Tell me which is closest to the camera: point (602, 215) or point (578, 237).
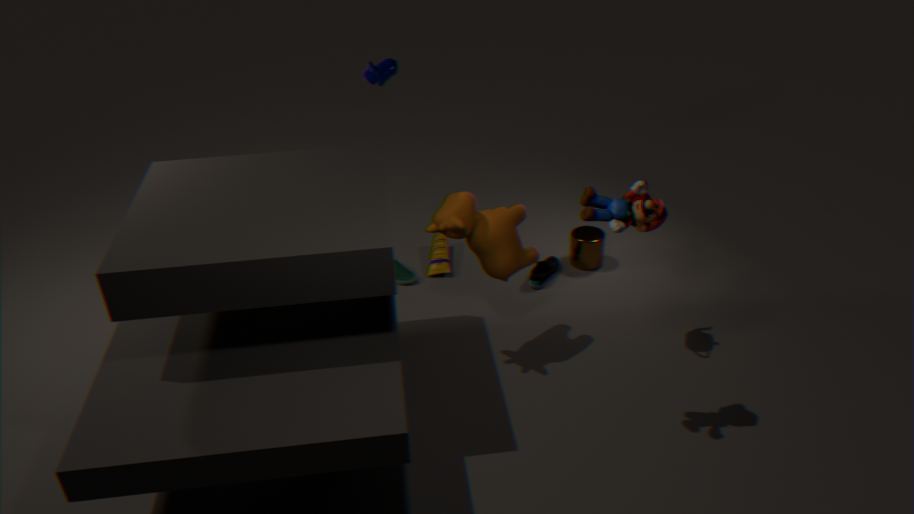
point (602, 215)
